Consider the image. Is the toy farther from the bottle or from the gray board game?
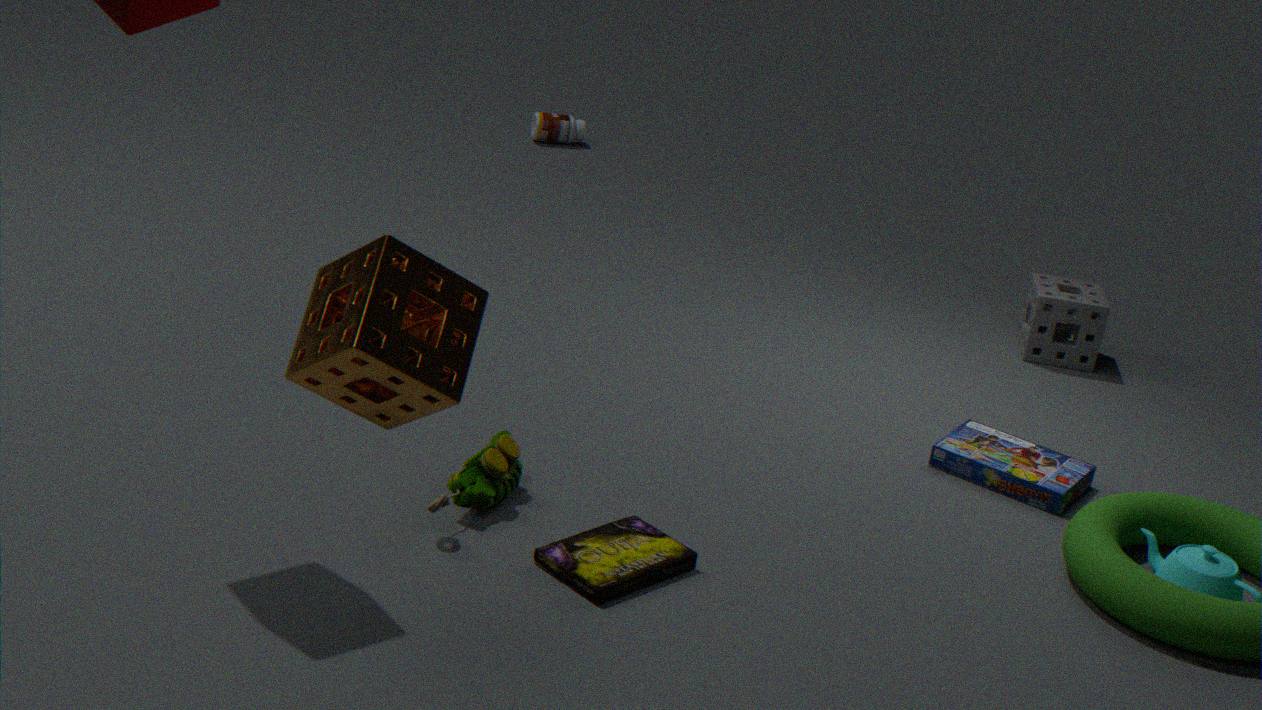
the bottle
